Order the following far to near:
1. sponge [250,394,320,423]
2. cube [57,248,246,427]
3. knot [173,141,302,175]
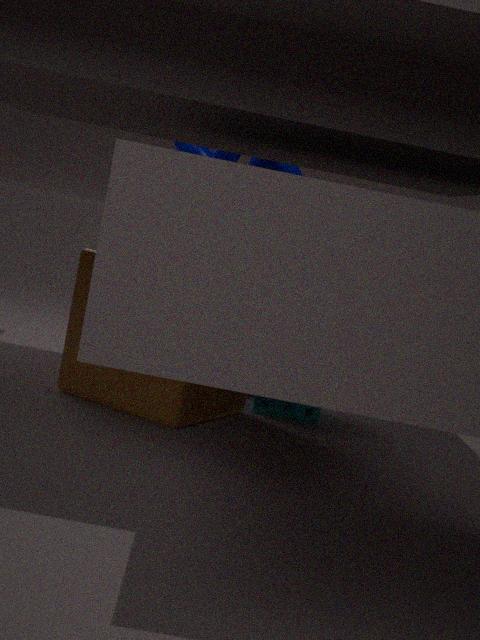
knot [173,141,302,175], sponge [250,394,320,423], cube [57,248,246,427]
